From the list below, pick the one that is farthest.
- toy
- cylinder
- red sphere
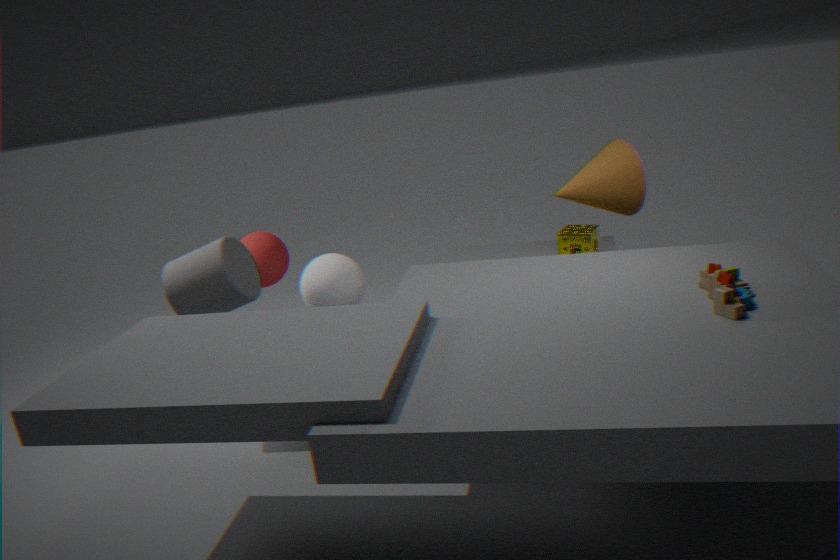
red sphere
